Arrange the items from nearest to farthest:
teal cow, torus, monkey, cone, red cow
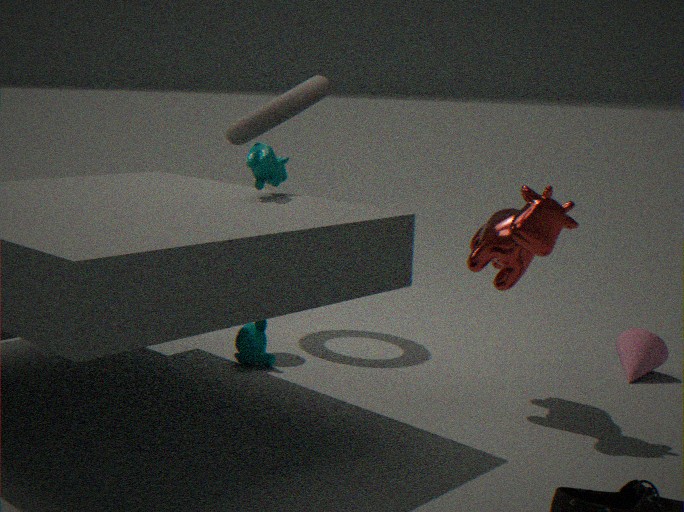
red cow → teal cow → monkey → cone → torus
